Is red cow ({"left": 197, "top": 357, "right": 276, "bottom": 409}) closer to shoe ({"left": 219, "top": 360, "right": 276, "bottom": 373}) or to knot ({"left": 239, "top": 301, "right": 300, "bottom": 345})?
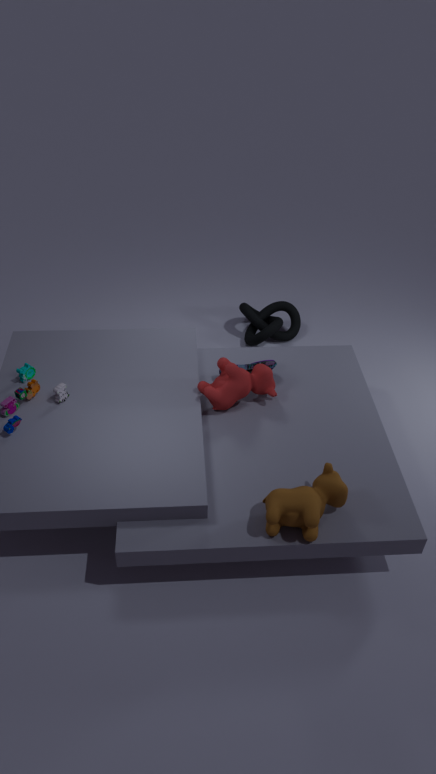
shoe ({"left": 219, "top": 360, "right": 276, "bottom": 373})
